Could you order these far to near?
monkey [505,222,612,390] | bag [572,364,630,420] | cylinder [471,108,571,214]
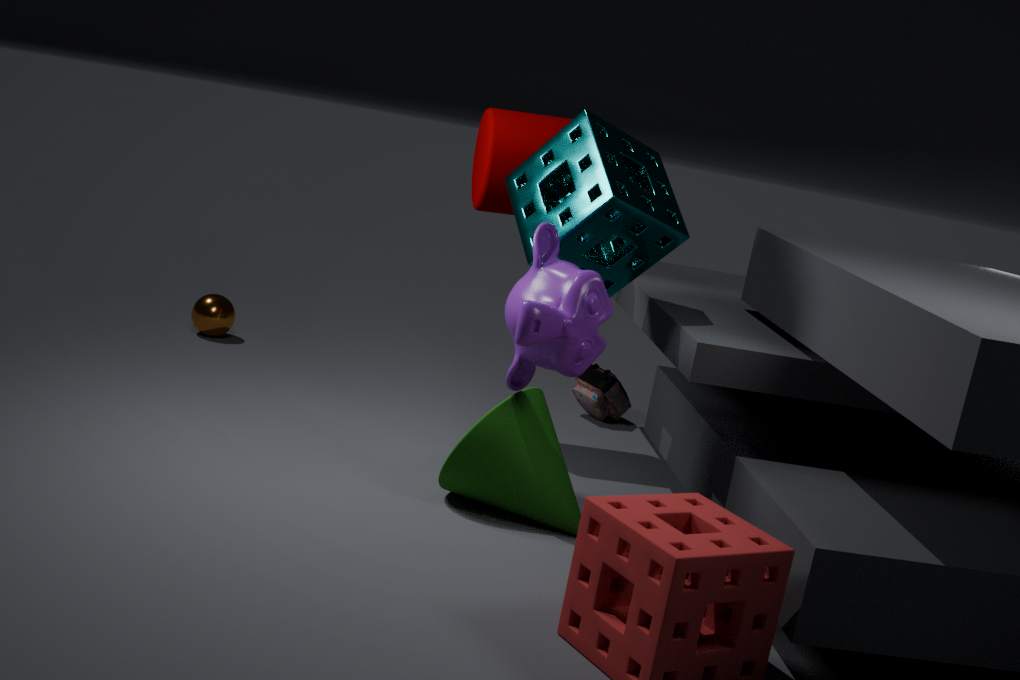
bag [572,364,630,420] < cylinder [471,108,571,214] < monkey [505,222,612,390]
